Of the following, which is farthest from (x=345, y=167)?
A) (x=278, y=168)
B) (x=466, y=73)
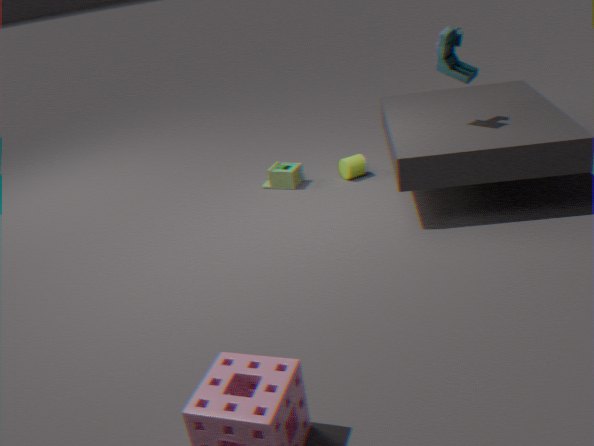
(x=466, y=73)
